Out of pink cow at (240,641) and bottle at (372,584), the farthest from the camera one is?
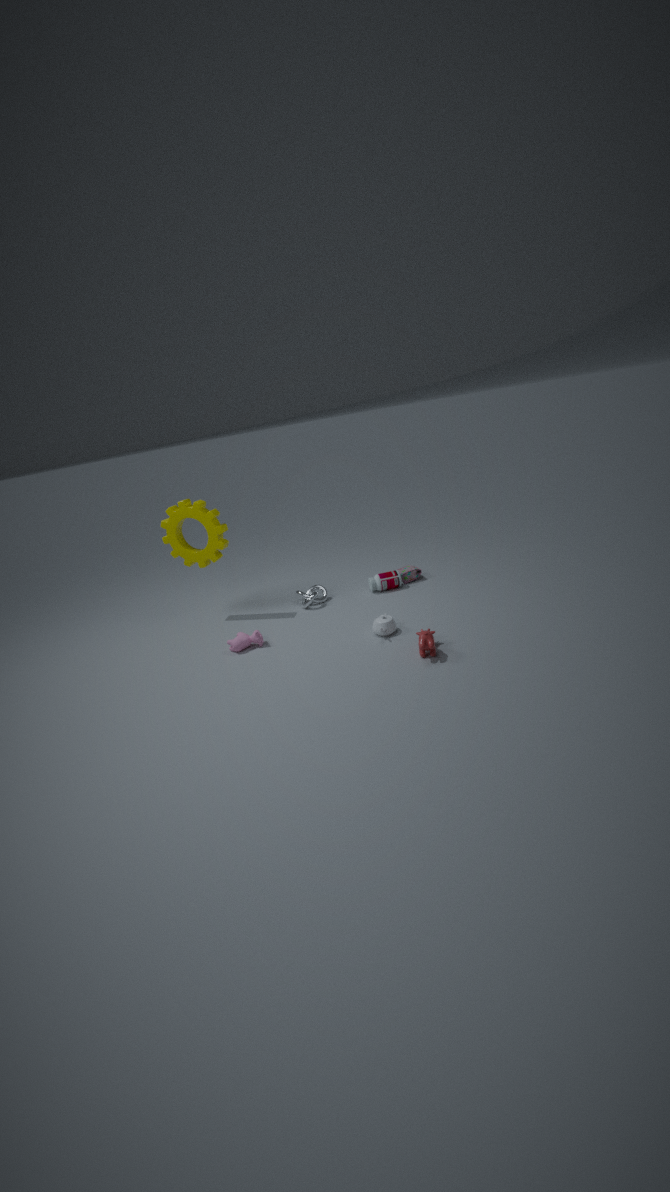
bottle at (372,584)
